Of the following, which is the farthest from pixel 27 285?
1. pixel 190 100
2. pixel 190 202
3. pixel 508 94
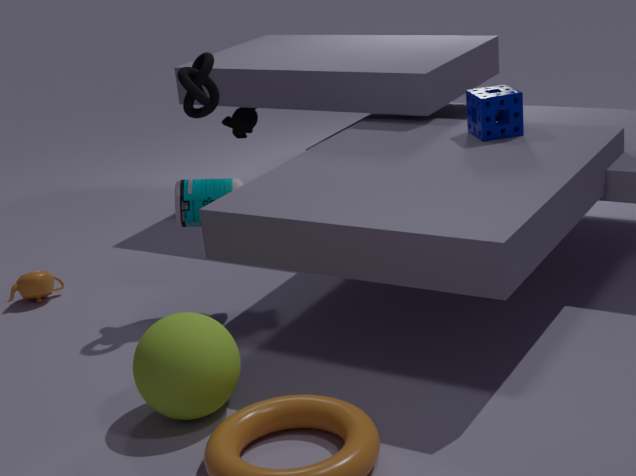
pixel 508 94
